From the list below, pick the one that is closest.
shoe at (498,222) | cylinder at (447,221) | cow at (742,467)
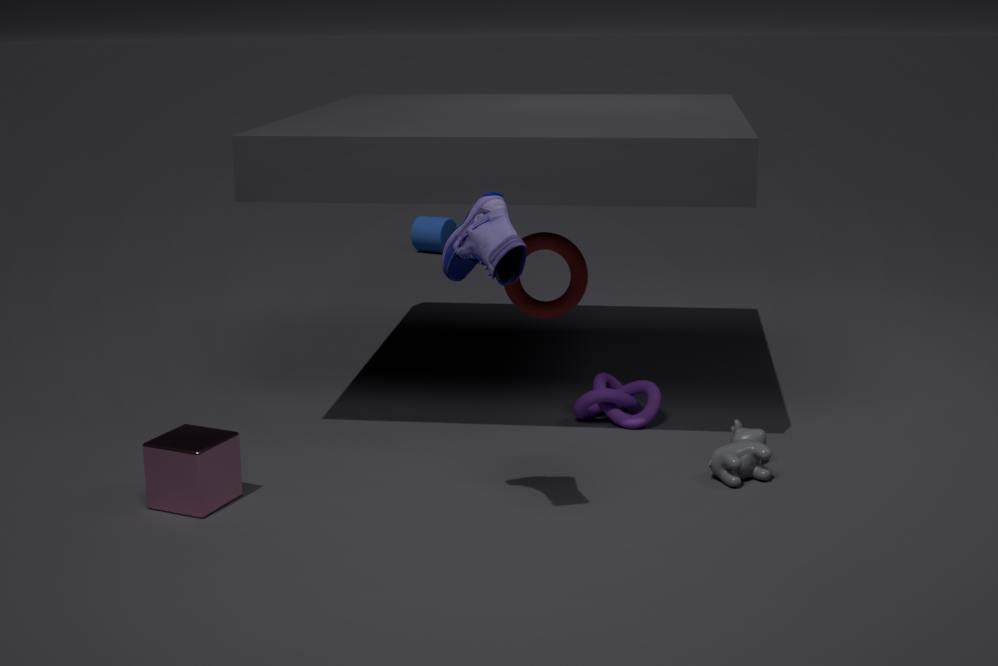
shoe at (498,222)
